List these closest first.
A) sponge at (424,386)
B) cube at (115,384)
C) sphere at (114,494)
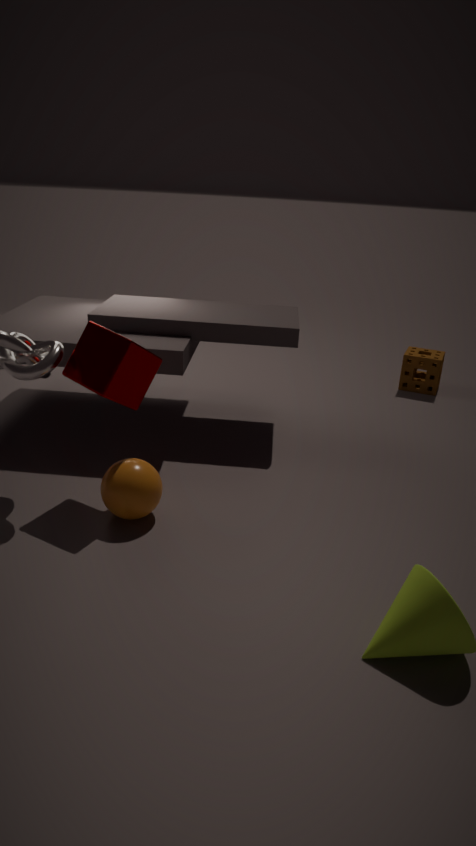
1. sphere at (114,494)
2. cube at (115,384)
3. sponge at (424,386)
